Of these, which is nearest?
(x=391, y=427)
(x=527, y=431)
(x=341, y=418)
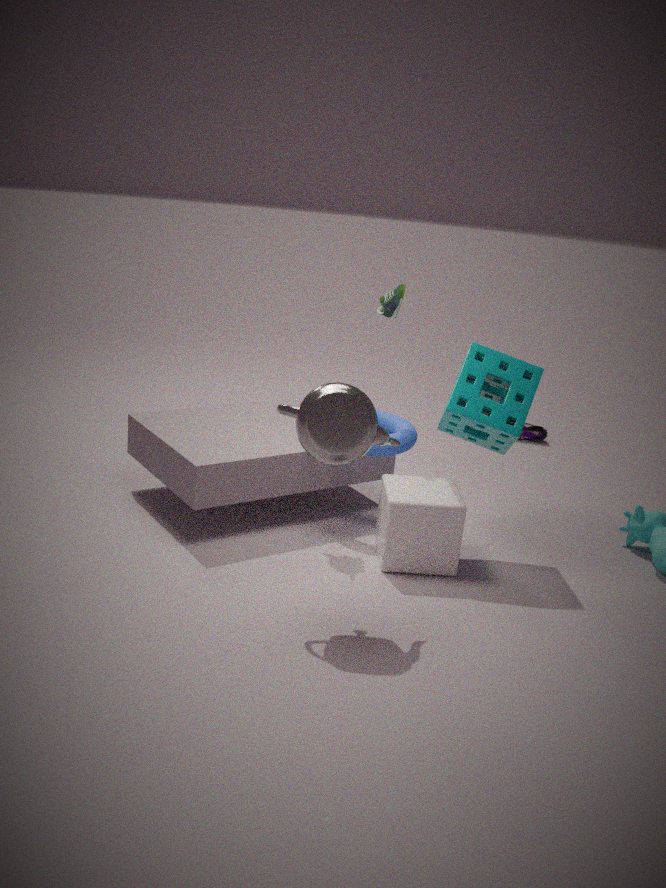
(x=341, y=418)
